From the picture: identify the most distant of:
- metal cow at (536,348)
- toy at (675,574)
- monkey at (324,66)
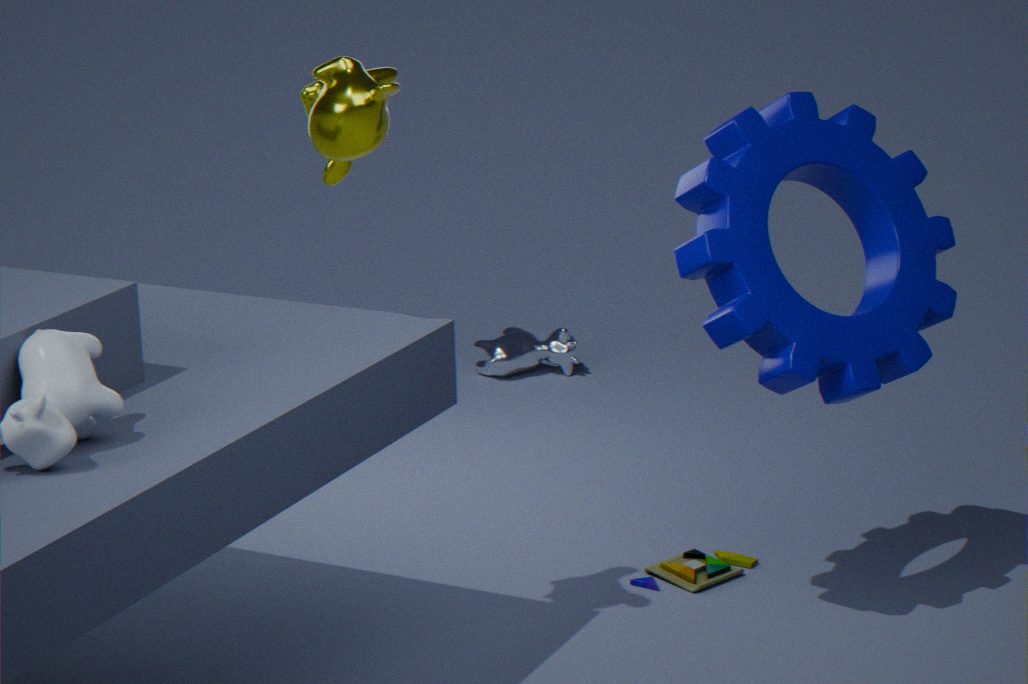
metal cow at (536,348)
